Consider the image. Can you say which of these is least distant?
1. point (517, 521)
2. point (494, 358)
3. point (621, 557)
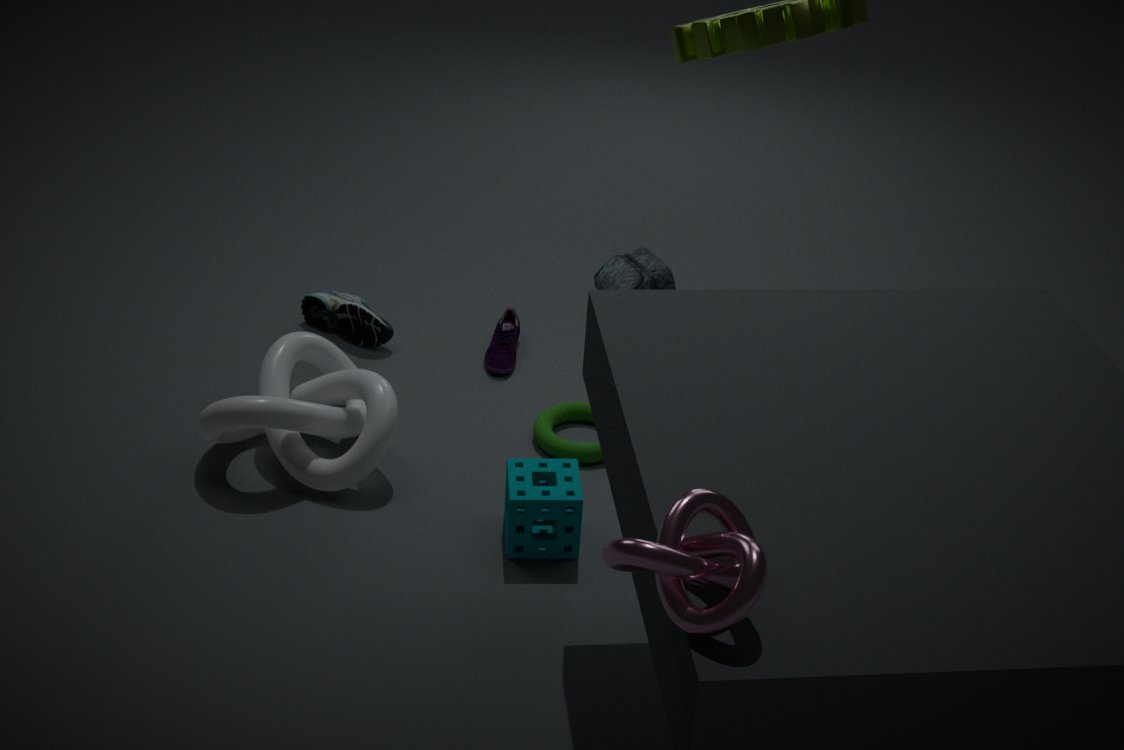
point (621, 557)
